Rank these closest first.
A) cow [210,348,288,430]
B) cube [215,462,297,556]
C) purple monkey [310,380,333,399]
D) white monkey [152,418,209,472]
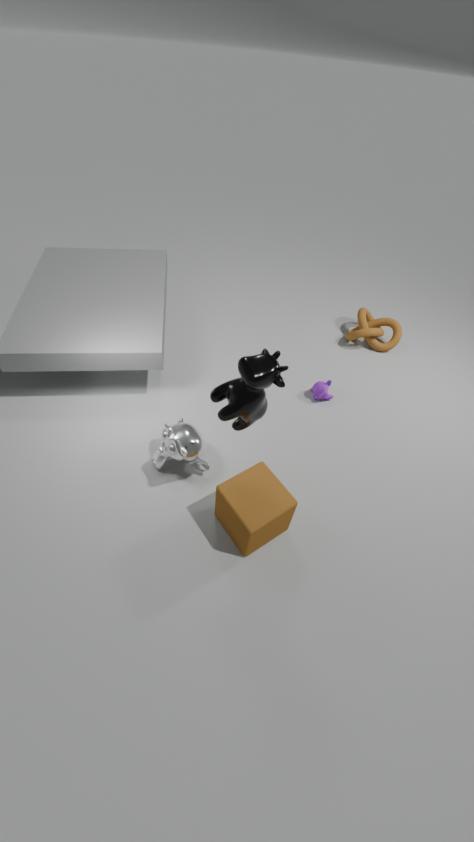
1. cow [210,348,288,430]
2. cube [215,462,297,556]
3. white monkey [152,418,209,472]
4. purple monkey [310,380,333,399]
